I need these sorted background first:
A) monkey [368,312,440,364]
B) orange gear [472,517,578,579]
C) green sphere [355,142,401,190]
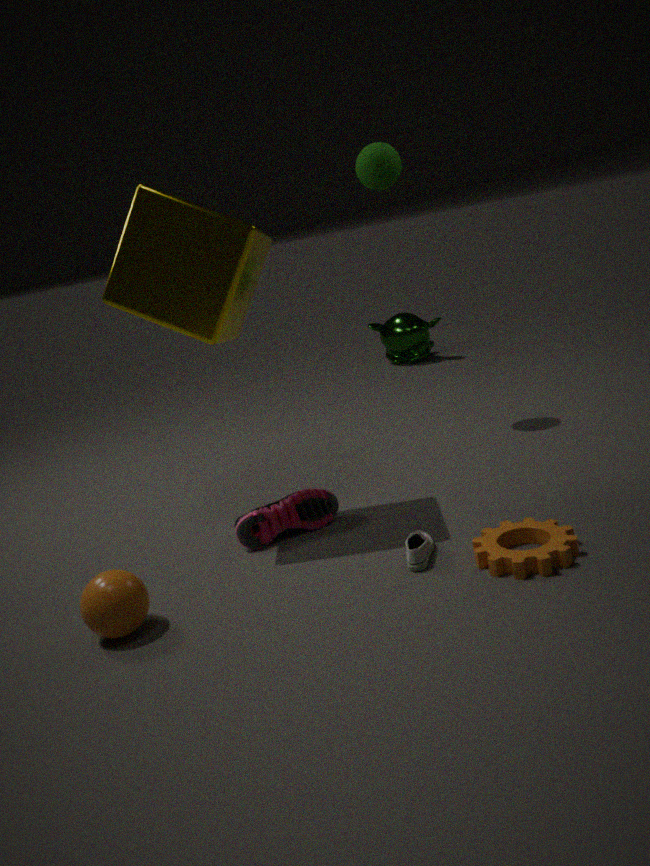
1. monkey [368,312,440,364]
2. green sphere [355,142,401,190]
3. orange gear [472,517,578,579]
